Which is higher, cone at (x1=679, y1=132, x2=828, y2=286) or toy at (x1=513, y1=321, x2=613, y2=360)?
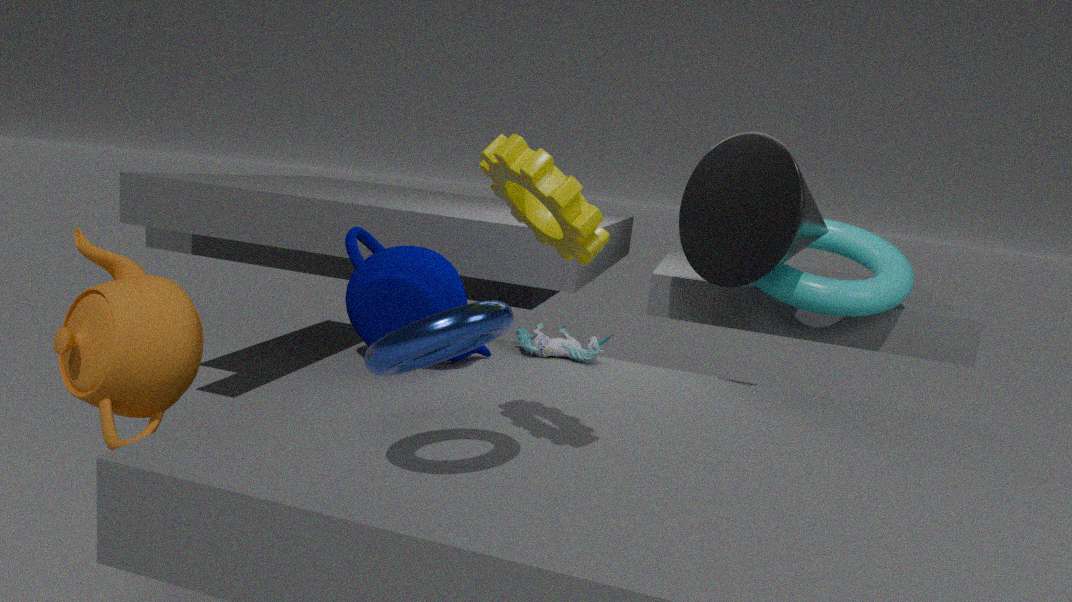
cone at (x1=679, y1=132, x2=828, y2=286)
